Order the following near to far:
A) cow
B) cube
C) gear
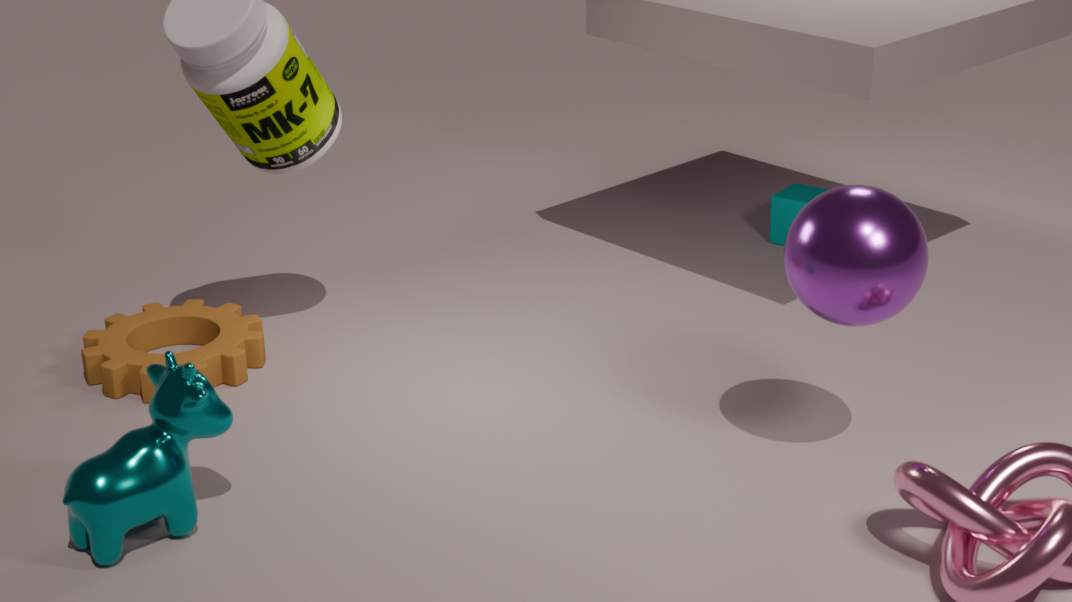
cow
gear
cube
